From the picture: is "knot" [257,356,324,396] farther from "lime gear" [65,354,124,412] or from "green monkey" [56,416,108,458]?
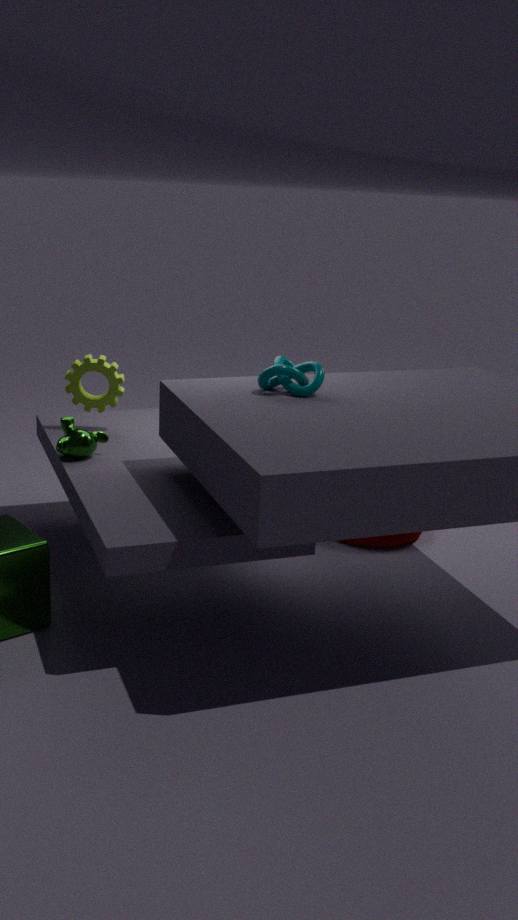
"lime gear" [65,354,124,412]
